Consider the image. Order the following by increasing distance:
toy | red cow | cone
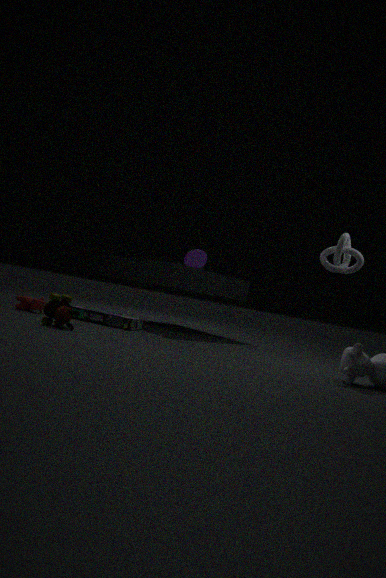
toy → red cow → cone
